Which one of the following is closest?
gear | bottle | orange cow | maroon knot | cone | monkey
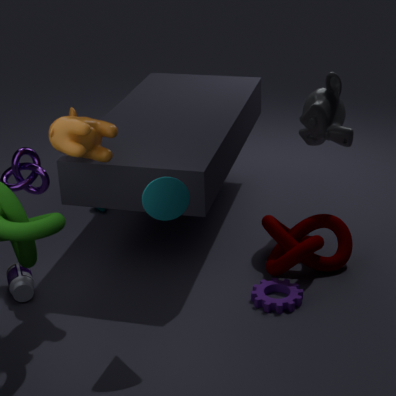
cone
